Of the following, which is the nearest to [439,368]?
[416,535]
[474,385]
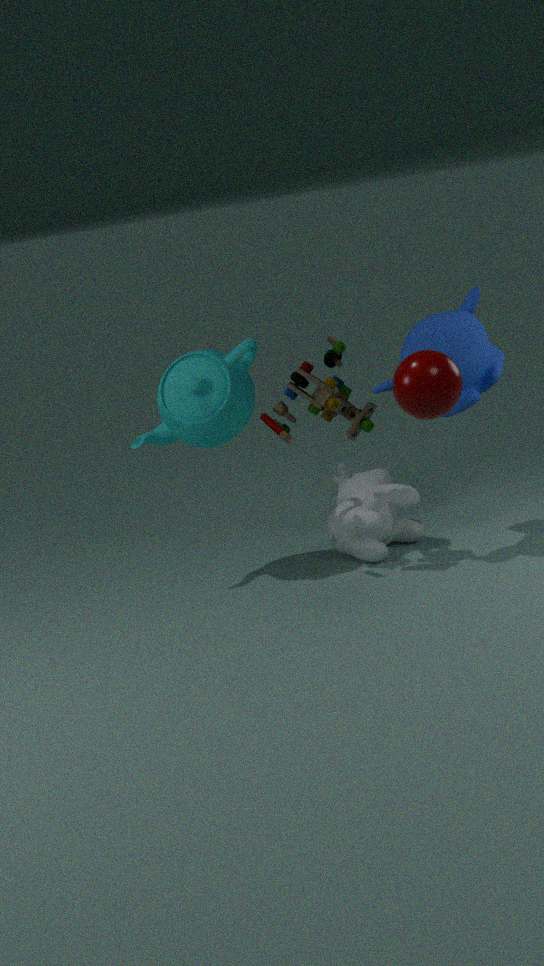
[474,385]
